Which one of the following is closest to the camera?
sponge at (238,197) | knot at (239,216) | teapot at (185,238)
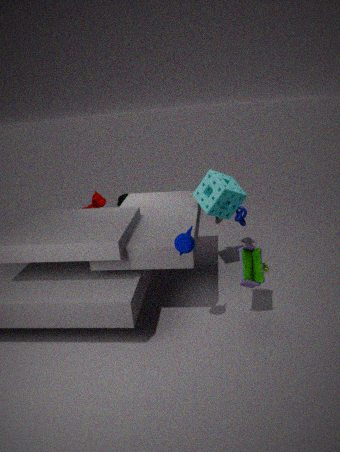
teapot at (185,238)
